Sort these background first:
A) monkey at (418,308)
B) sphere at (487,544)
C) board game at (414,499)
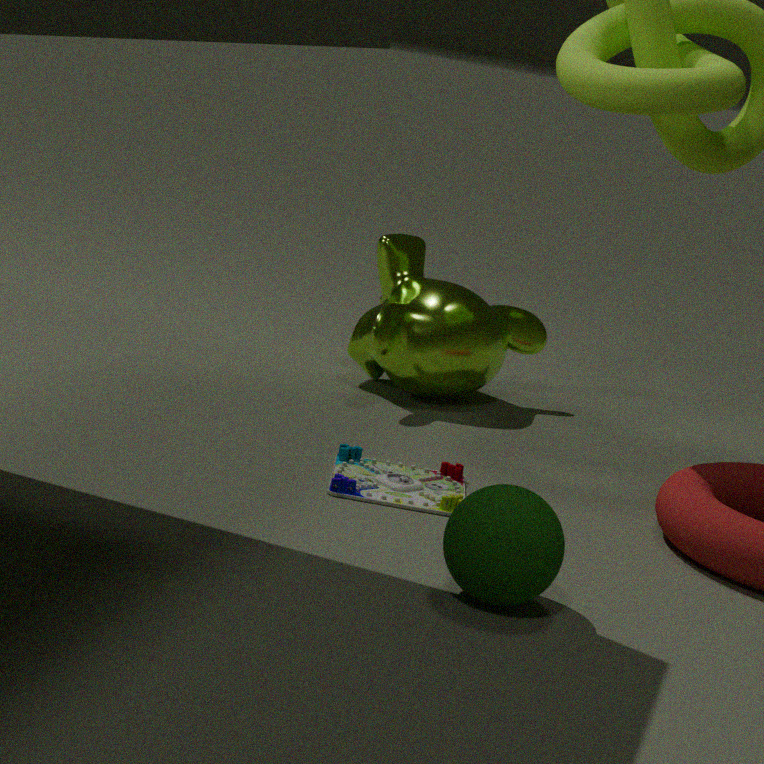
1. monkey at (418,308)
2. board game at (414,499)
3. sphere at (487,544)
